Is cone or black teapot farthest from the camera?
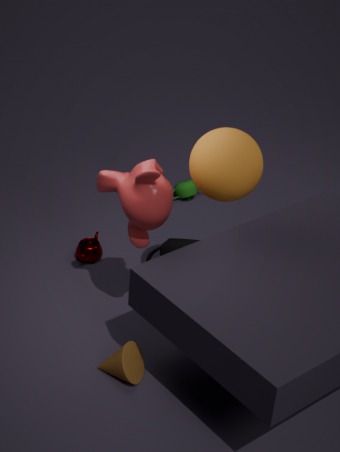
black teapot
